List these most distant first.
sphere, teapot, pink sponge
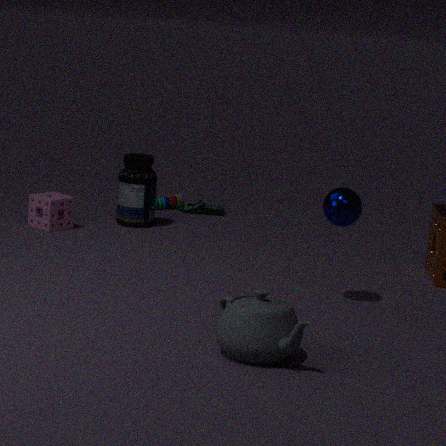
pink sponge
sphere
teapot
